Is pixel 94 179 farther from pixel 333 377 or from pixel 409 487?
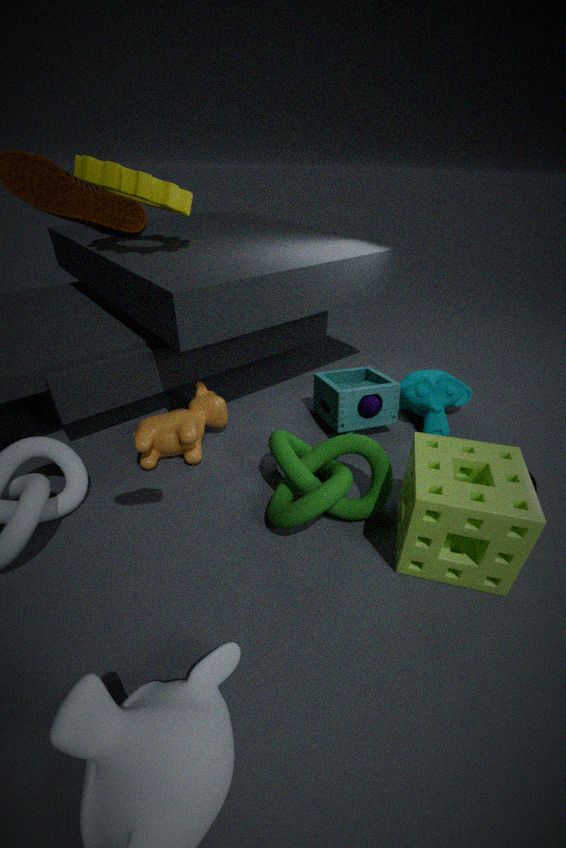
pixel 409 487
